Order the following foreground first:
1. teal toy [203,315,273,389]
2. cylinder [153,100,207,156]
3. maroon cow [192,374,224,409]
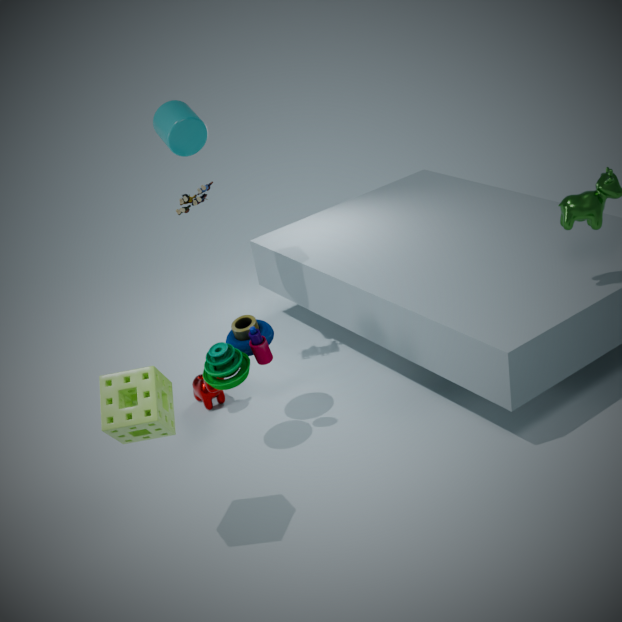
teal toy [203,315,273,389] < cylinder [153,100,207,156] < maroon cow [192,374,224,409]
